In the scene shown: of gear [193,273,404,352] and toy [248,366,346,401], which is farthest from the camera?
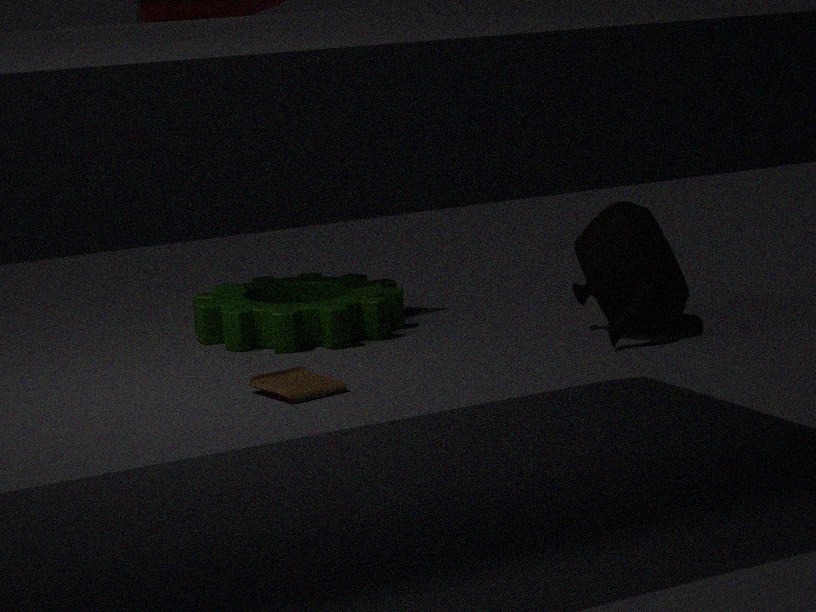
gear [193,273,404,352]
